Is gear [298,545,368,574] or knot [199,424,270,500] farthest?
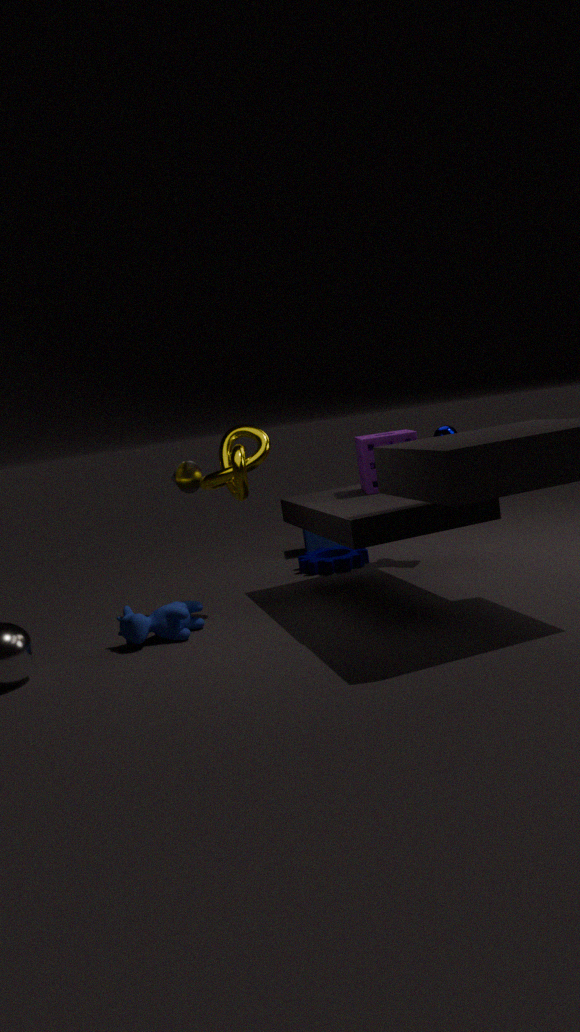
gear [298,545,368,574]
